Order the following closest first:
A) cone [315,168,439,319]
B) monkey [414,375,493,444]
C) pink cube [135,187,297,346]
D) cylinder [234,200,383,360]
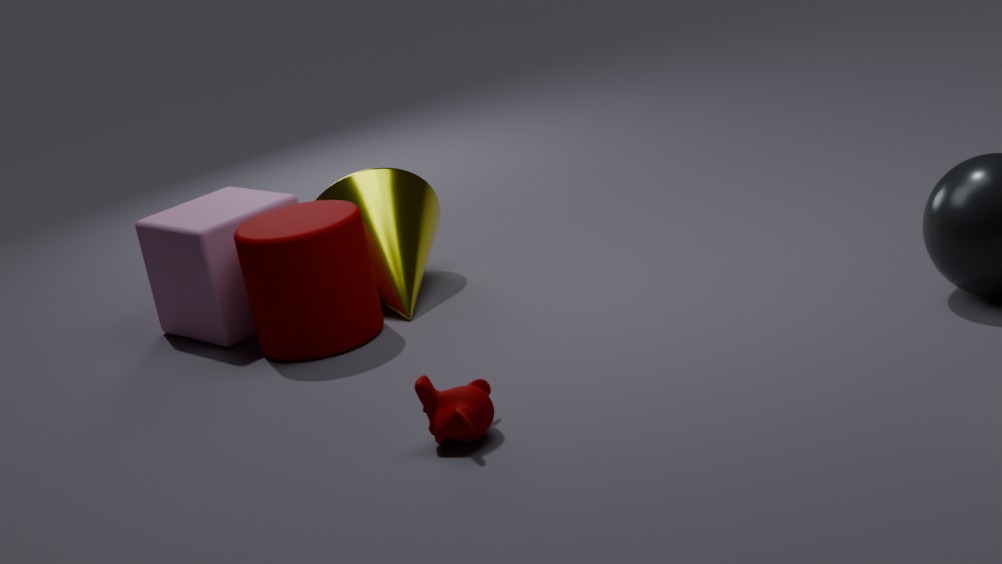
Answer: B. monkey [414,375,493,444], D. cylinder [234,200,383,360], C. pink cube [135,187,297,346], A. cone [315,168,439,319]
